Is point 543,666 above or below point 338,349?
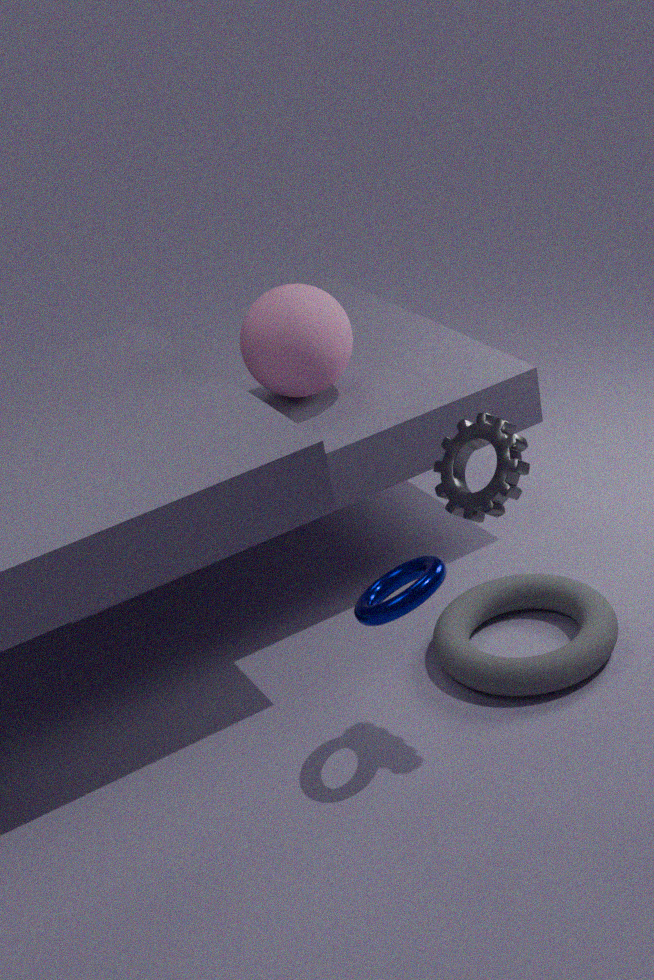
below
